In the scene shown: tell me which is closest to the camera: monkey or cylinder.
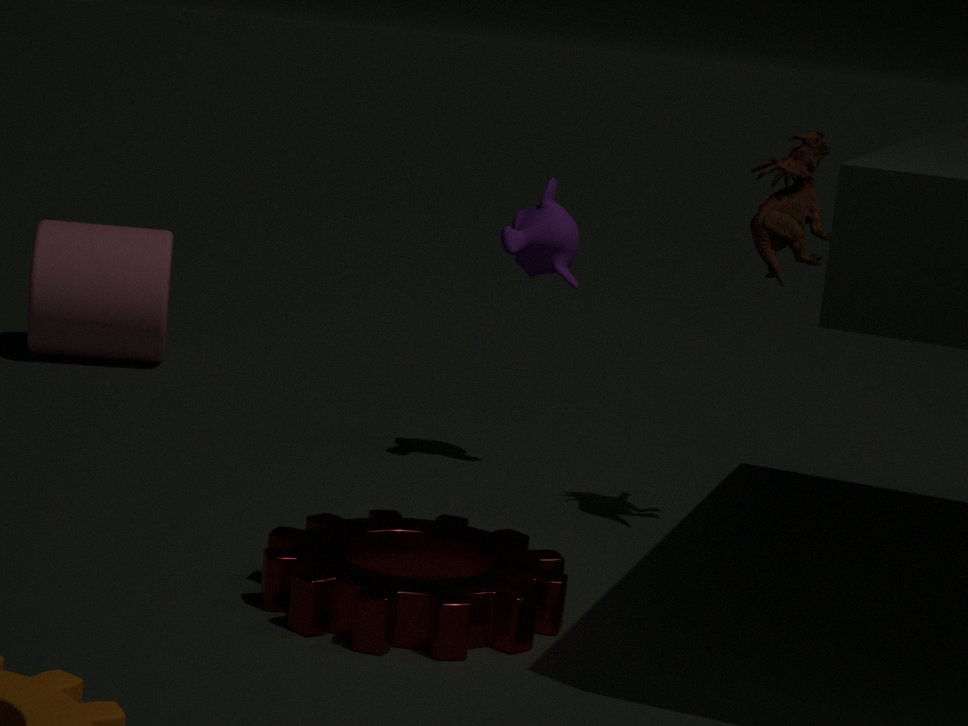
monkey
